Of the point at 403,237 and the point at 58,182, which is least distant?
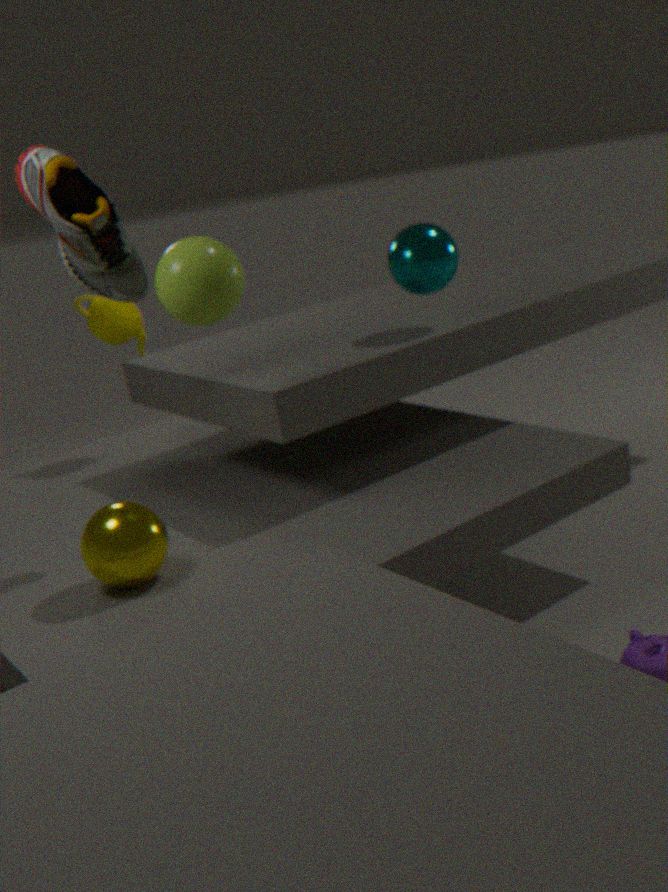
the point at 58,182
